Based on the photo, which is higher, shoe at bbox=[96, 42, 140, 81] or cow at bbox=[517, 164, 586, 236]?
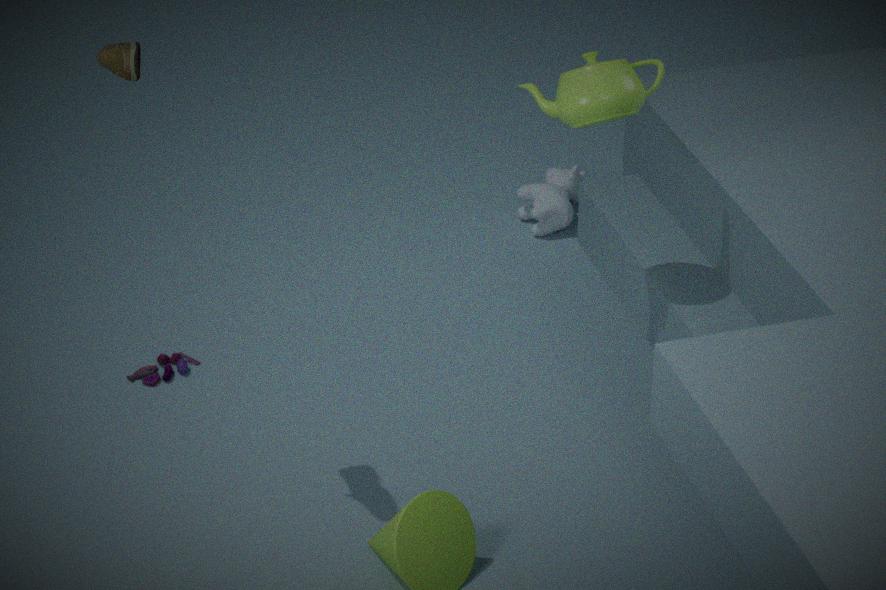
shoe at bbox=[96, 42, 140, 81]
